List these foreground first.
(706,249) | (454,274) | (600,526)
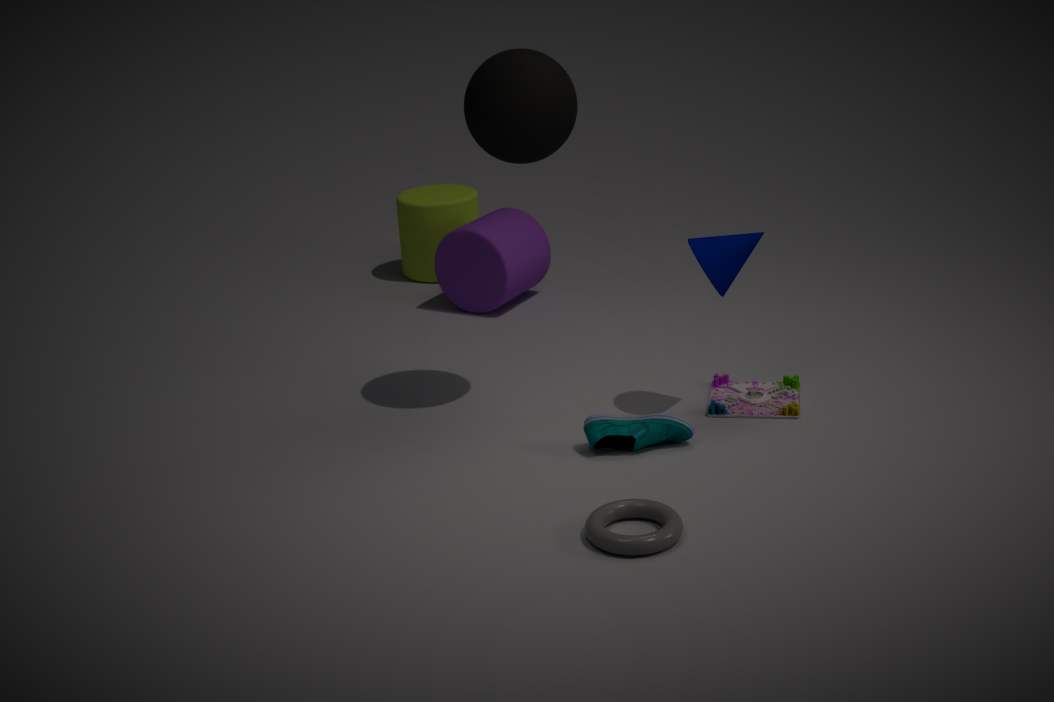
(600,526), (706,249), (454,274)
